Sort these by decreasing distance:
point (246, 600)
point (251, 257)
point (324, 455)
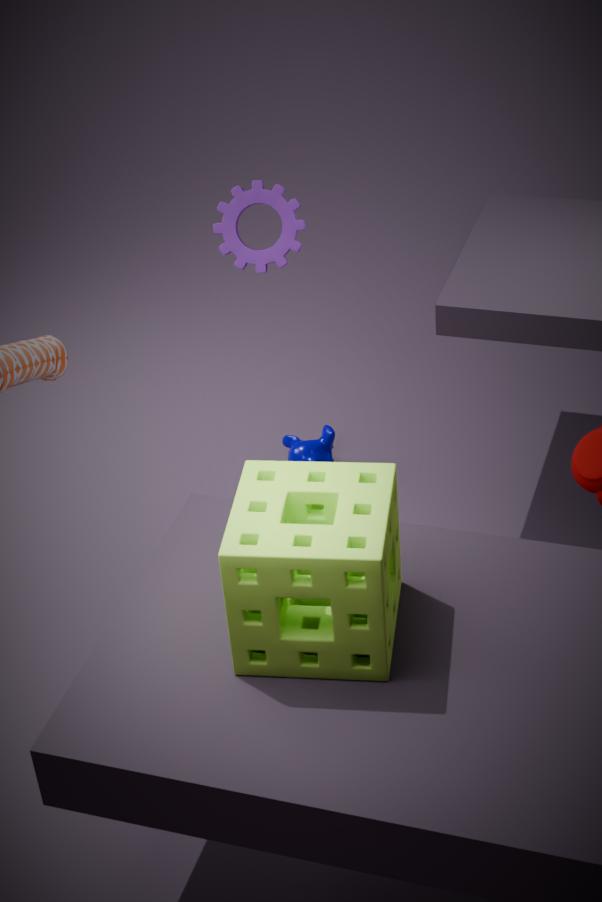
1. point (324, 455)
2. point (251, 257)
3. point (246, 600)
